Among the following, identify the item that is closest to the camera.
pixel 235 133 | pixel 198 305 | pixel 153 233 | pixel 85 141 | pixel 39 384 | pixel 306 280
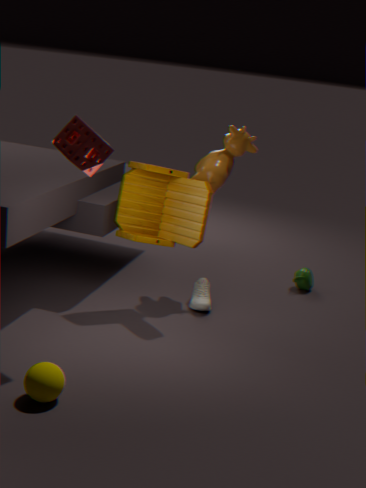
pixel 39 384
